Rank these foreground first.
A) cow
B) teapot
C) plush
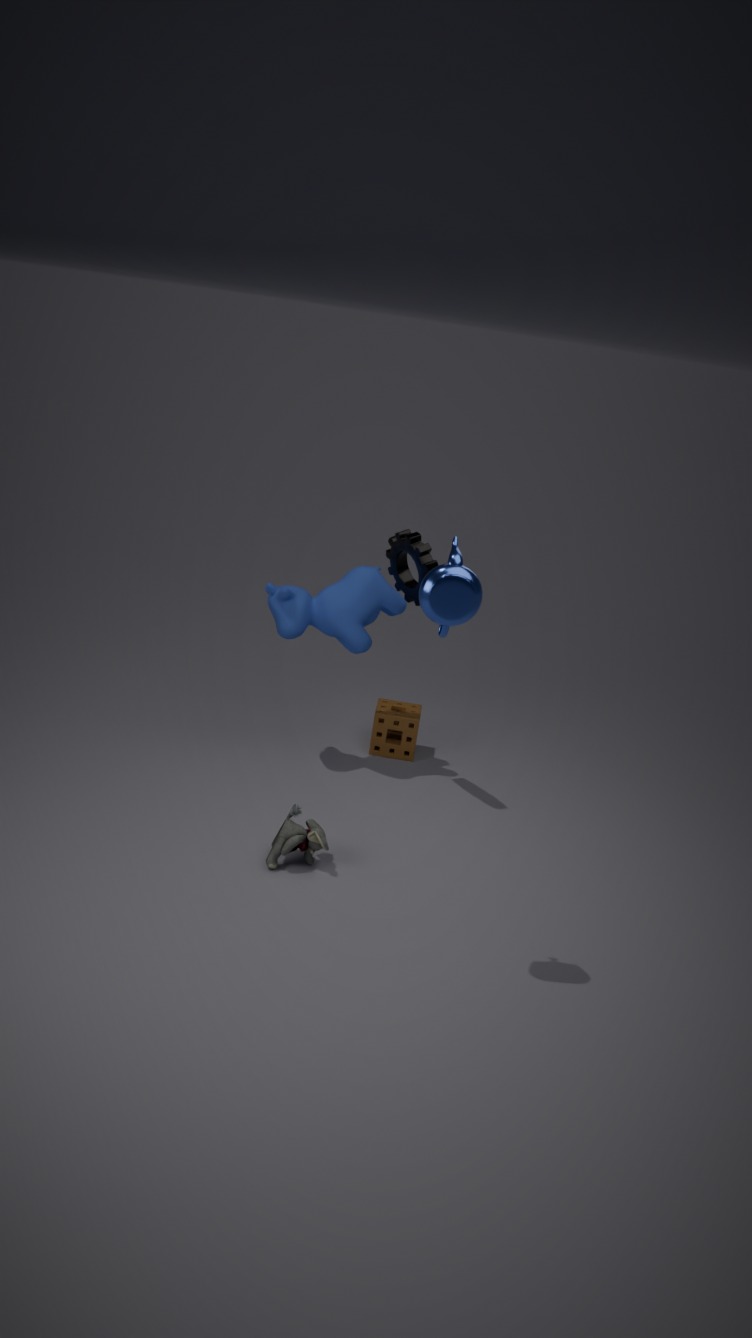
teapot, plush, cow
